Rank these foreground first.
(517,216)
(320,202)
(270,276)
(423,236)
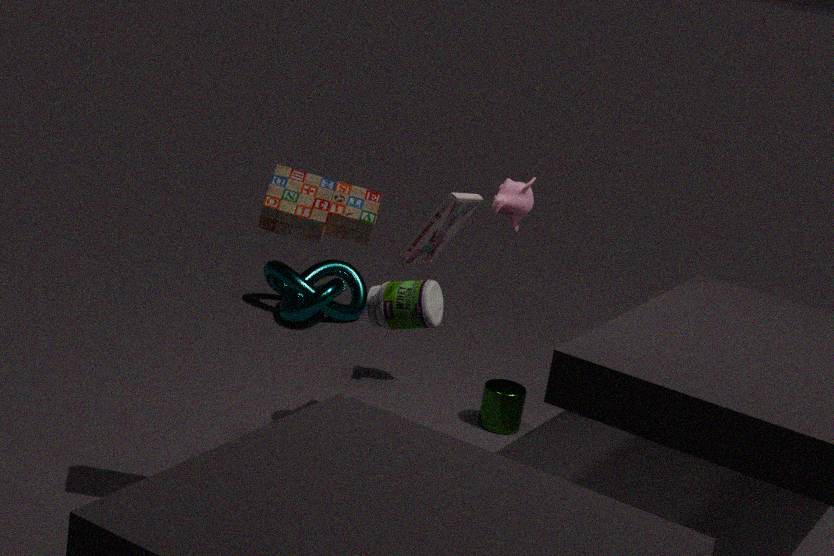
(320,202), (423,236), (517,216), (270,276)
